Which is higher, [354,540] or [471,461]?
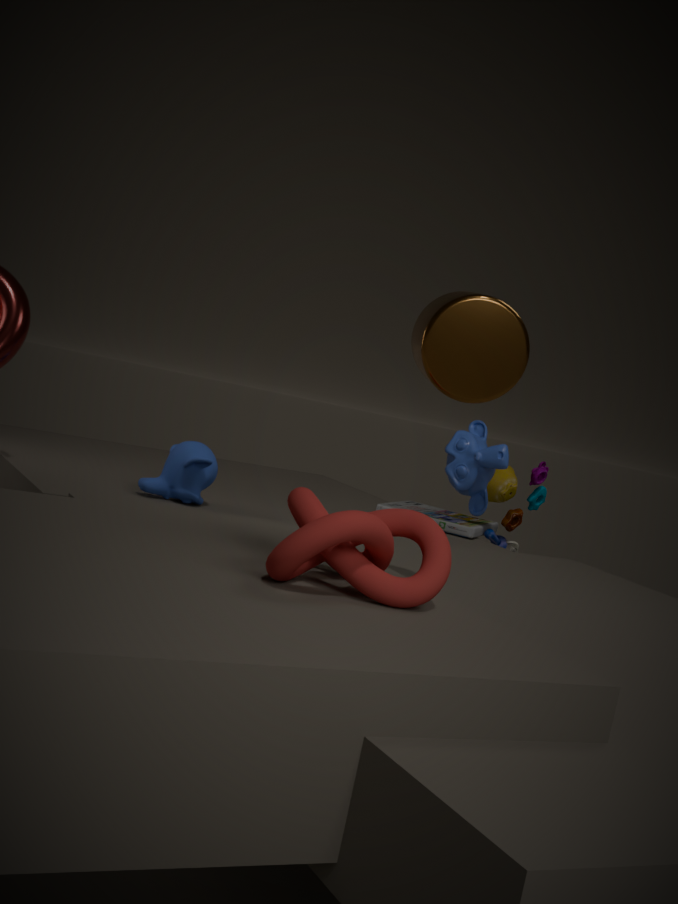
[471,461]
